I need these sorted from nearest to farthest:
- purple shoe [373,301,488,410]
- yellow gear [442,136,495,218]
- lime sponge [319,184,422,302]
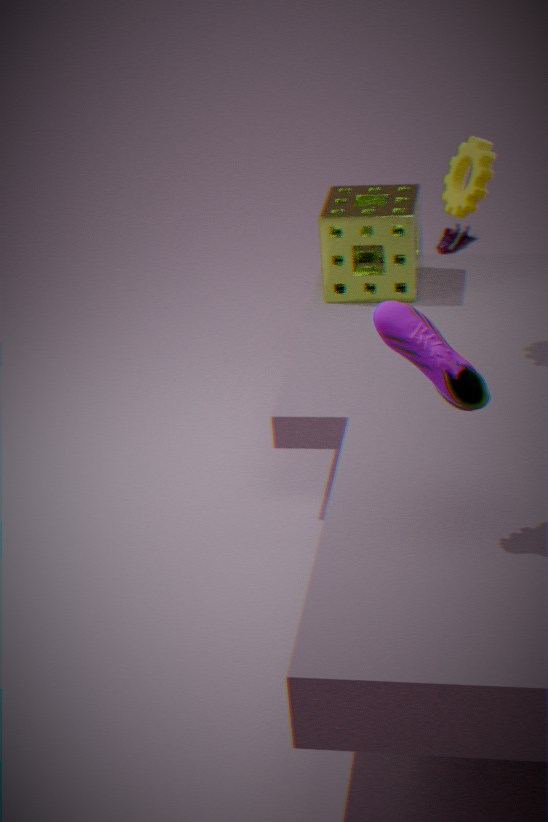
1. purple shoe [373,301,488,410]
2. yellow gear [442,136,495,218]
3. lime sponge [319,184,422,302]
